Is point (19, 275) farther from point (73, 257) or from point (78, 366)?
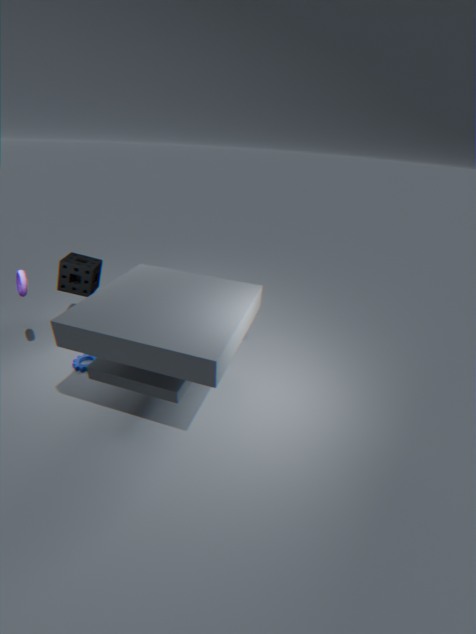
point (78, 366)
